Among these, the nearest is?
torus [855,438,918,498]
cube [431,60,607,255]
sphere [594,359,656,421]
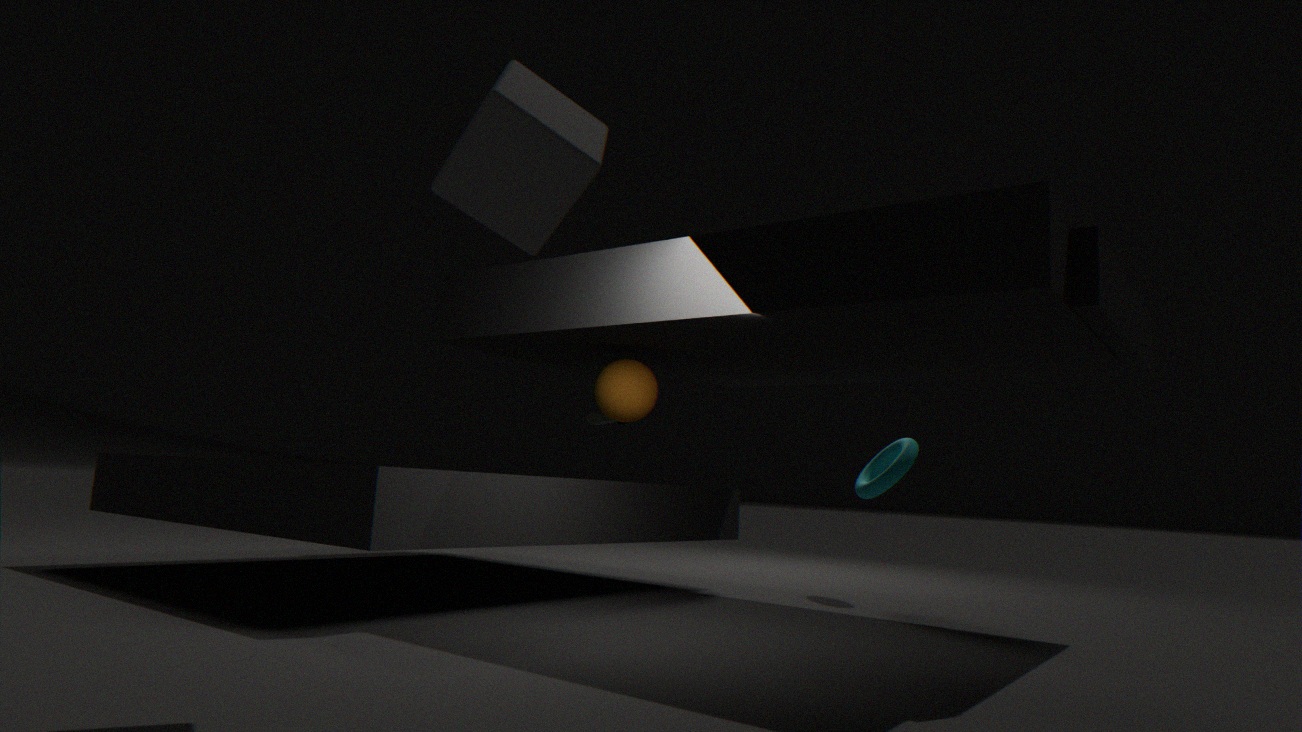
cube [431,60,607,255]
